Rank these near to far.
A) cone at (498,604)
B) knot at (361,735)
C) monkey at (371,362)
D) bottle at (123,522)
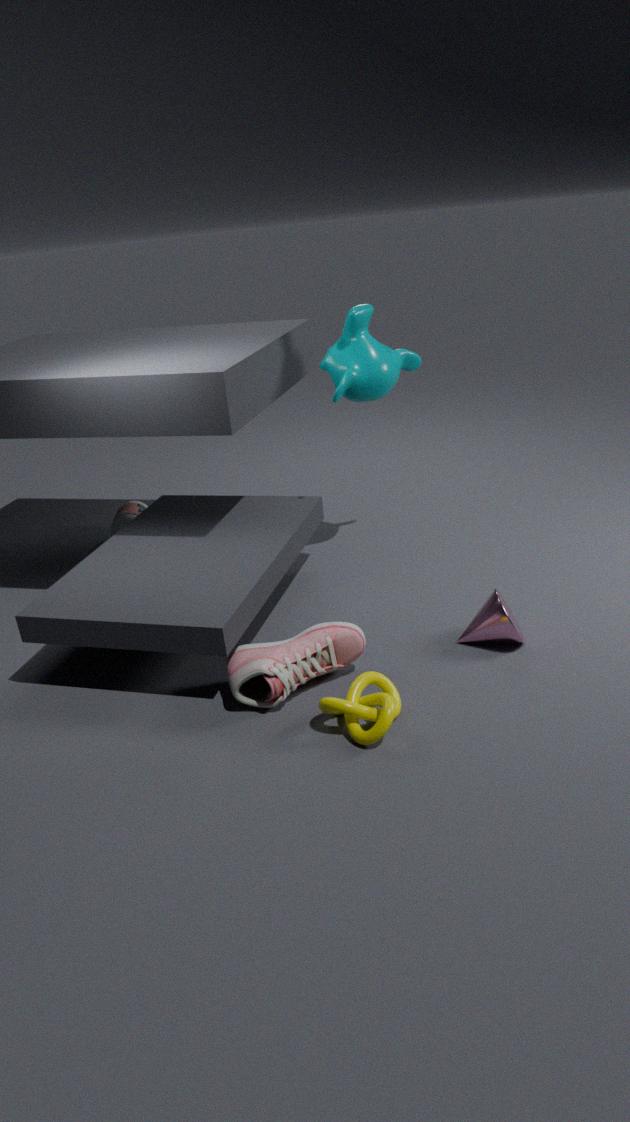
1. knot at (361,735)
2. cone at (498,604)
3. monkey at (371,362)
4. bottle at (123,522)
